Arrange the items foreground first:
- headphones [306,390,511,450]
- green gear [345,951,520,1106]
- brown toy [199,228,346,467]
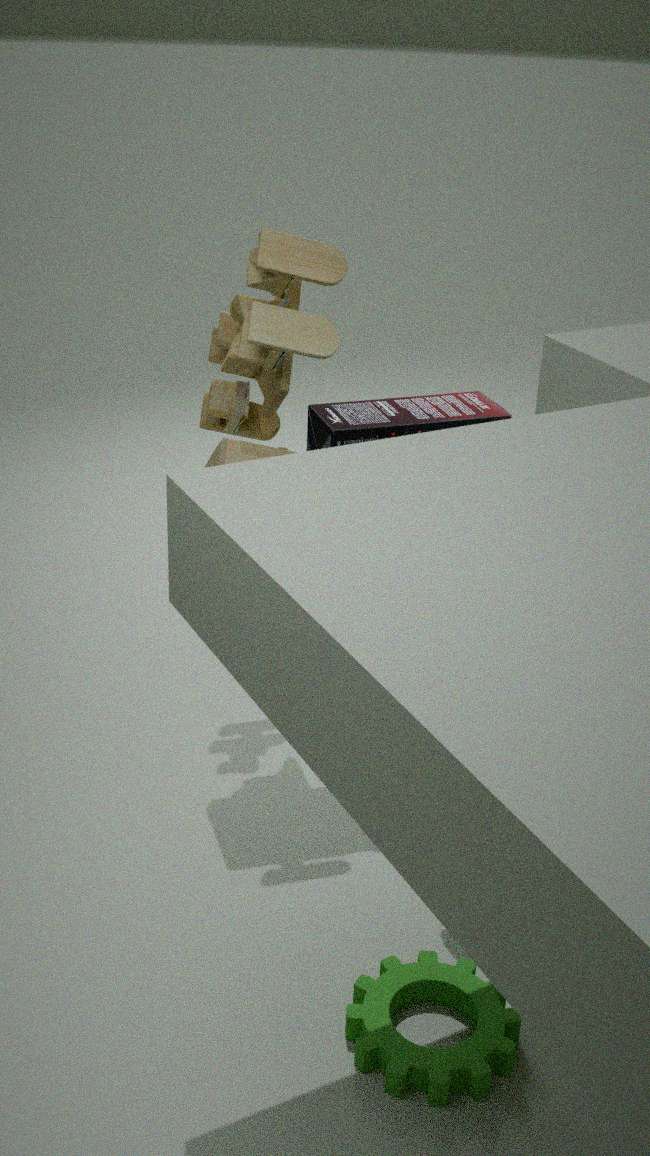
green gear [345,951,520,1106], brown toy [199,228,346,467], headphones [306,390,511,450]
